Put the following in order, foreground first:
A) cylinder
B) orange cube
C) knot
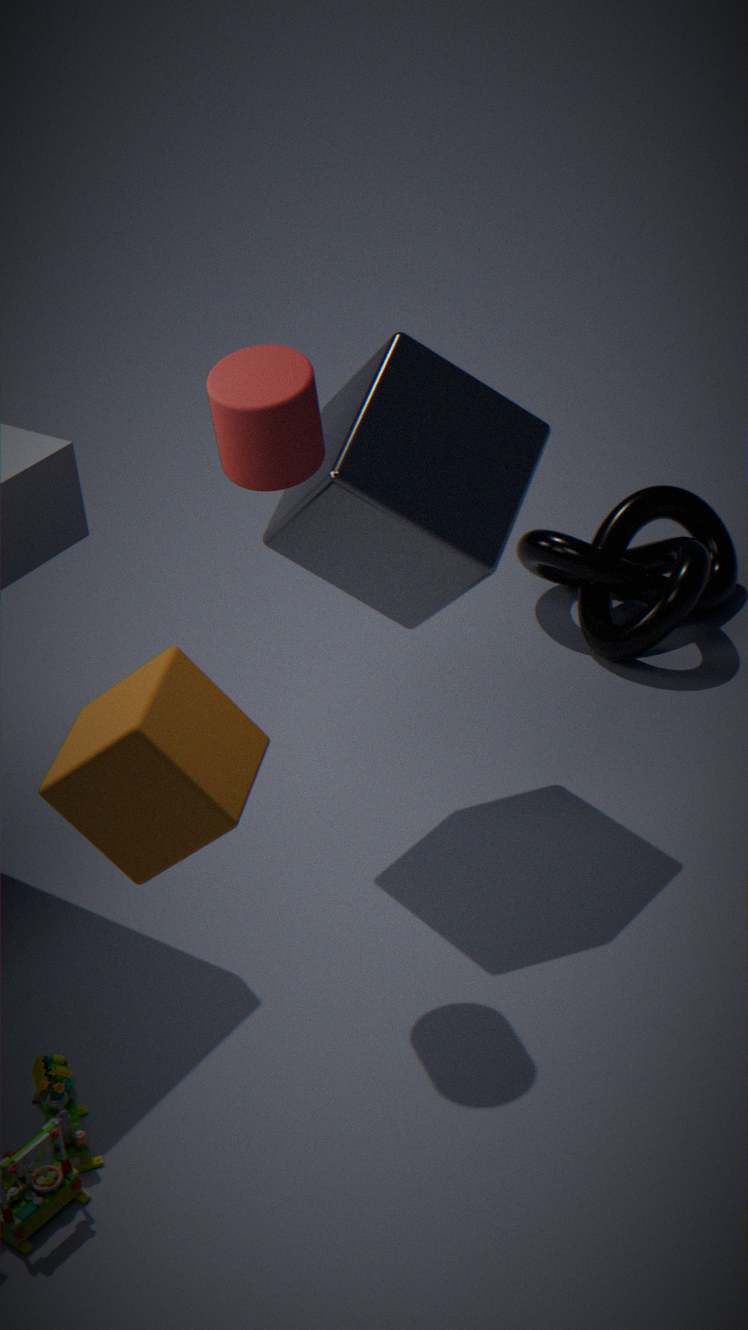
1. orange cube
2. cylinder
3. knot
